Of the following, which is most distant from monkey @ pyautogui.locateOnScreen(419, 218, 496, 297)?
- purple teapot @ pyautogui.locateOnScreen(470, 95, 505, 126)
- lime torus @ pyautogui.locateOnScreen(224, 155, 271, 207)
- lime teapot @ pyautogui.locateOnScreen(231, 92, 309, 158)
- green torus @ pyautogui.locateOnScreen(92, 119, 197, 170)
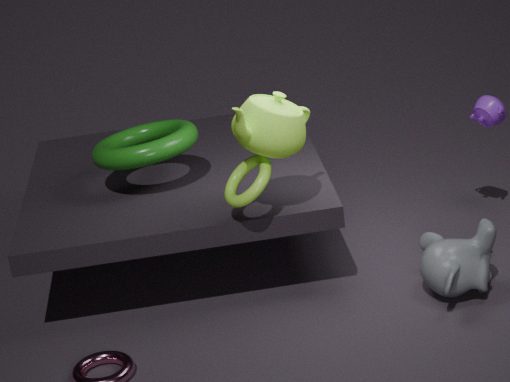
green torus @ pyautogui.locateOnScreen(92, 119, 197, 170)
